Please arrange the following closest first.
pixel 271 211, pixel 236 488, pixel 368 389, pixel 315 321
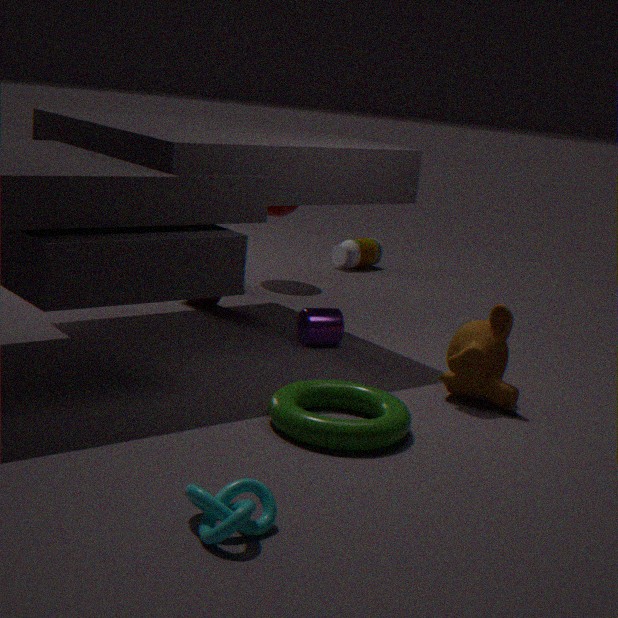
pixel 236 488, pixel 368 389, pixel 315 321, pixel 271 211
